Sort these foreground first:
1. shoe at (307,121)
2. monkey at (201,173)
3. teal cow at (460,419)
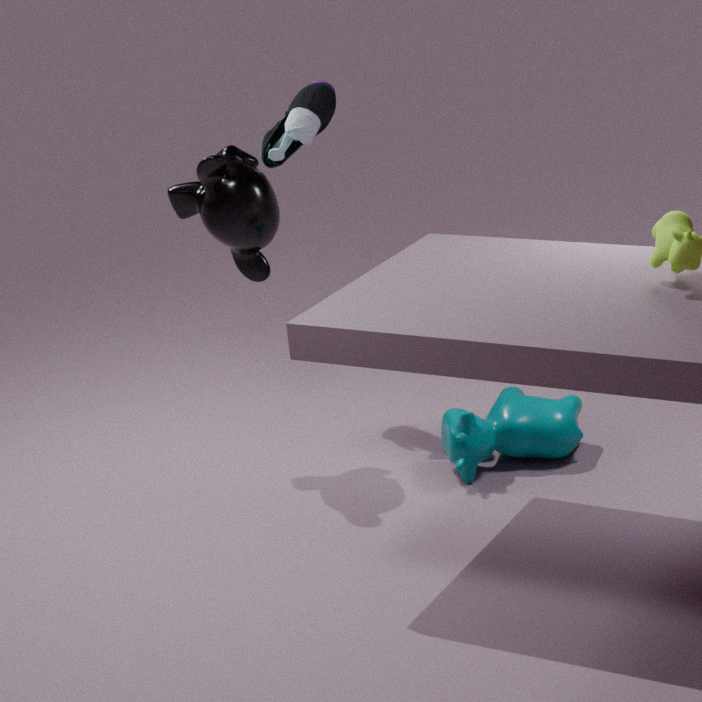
monkey at (201,173)
teal cow at (460,419)
shoe at (307,121)
